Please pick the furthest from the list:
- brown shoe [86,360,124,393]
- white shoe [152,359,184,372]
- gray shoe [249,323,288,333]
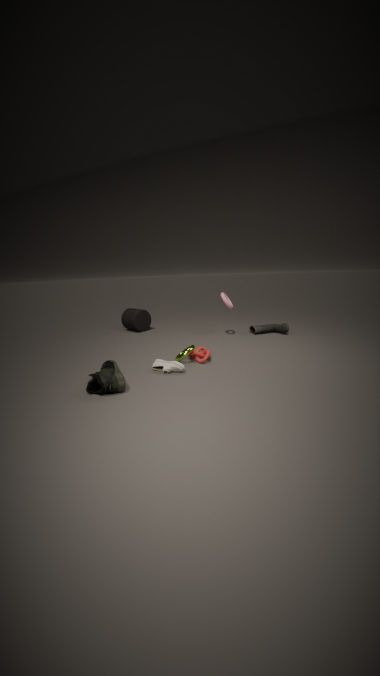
gray shoe [249,323,288,333]
